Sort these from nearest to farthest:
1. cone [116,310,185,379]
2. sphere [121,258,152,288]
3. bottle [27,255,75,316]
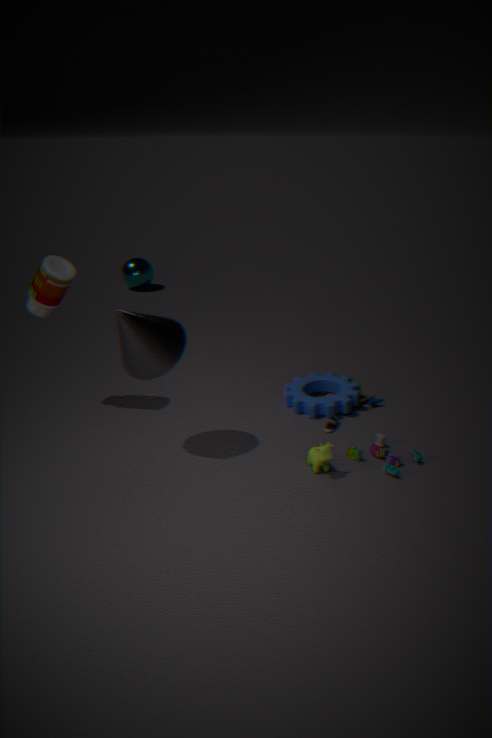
cone [116,310,185,379], bottle [27,255,75,316], sphere [121,258,152,288]
